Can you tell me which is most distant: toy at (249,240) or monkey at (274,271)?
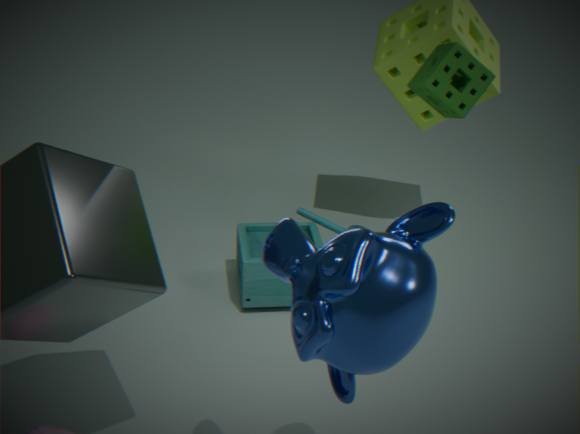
toy at (249,240)
